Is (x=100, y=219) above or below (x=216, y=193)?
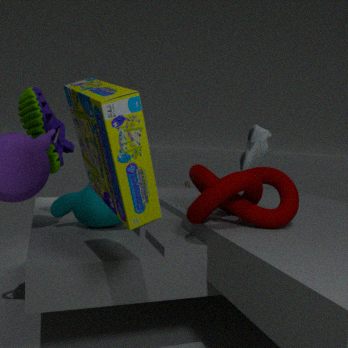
below
